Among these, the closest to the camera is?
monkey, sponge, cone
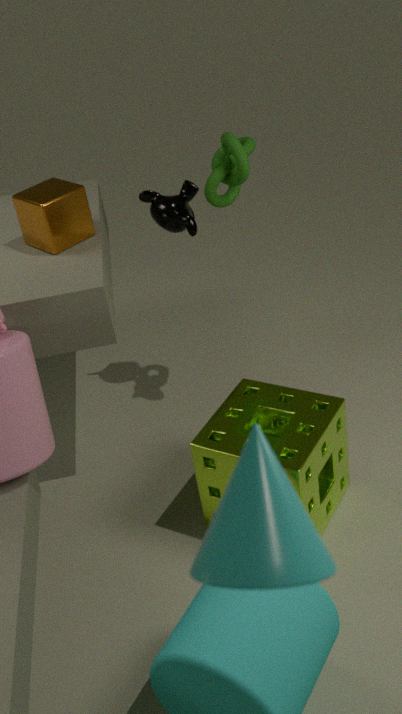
cone
